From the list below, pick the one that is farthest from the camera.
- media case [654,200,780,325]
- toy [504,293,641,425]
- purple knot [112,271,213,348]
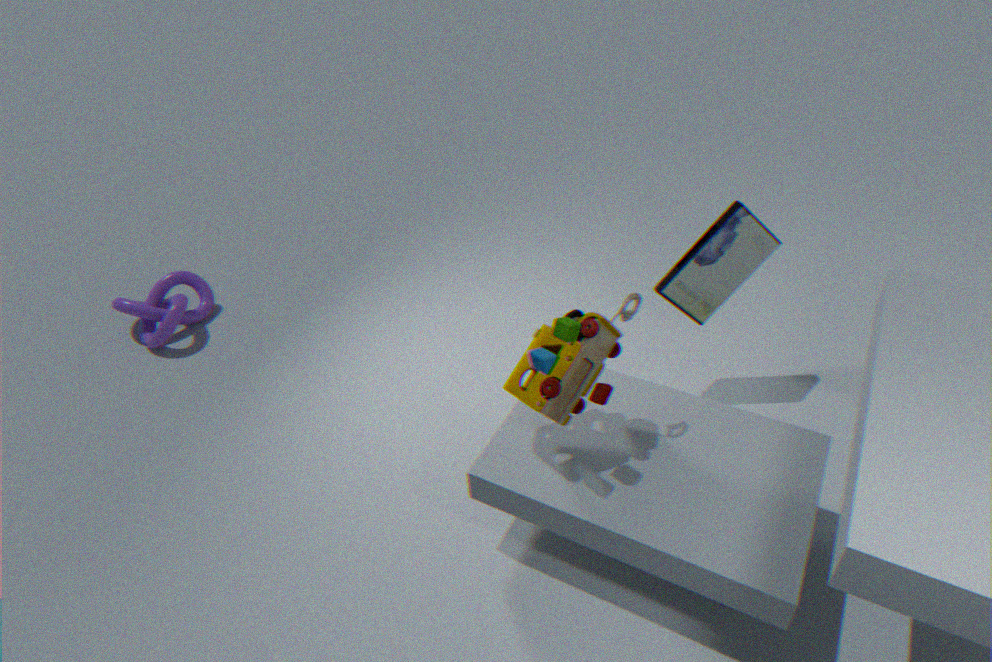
purple knot [112,271,213,348]
